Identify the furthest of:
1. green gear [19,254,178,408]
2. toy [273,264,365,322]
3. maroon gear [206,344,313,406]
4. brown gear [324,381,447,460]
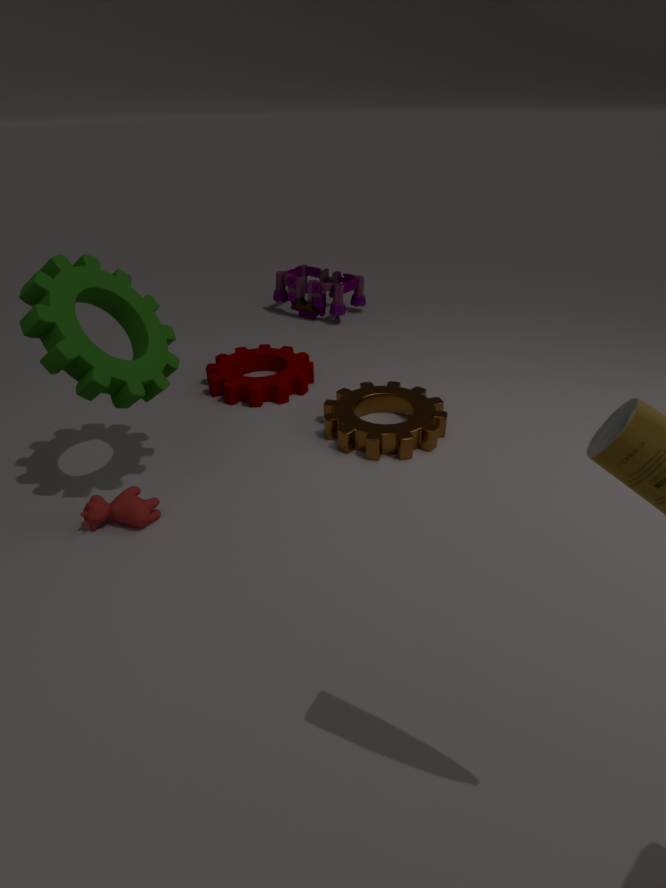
toy [273,264,365,322]
